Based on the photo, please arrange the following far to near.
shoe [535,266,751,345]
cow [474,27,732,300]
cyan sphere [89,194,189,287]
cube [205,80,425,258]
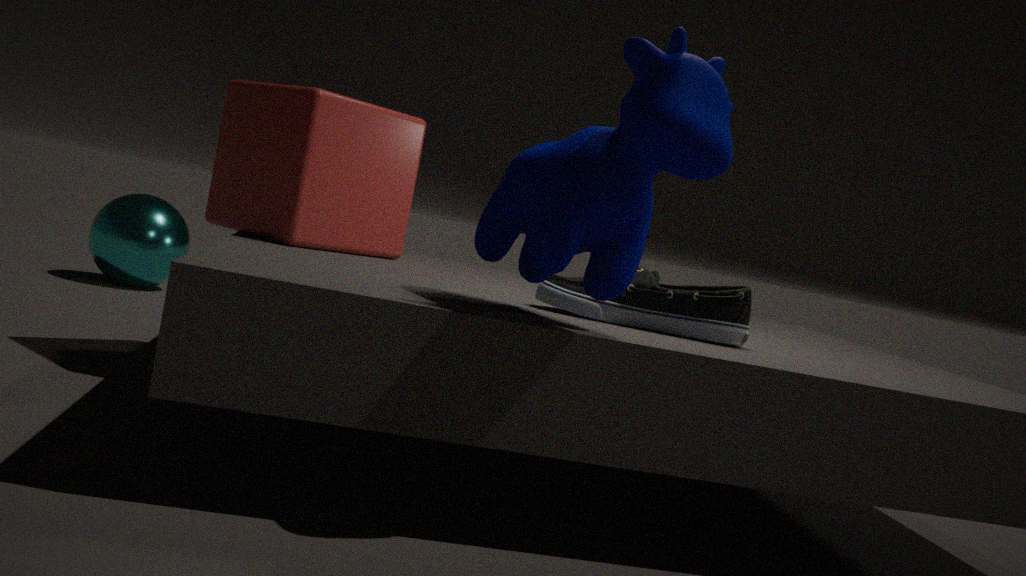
cyan sphere [89,194,189,287] → cube [205,80,425,258] → shoe [535,266,751,345] → cow [474,27,732,300]
